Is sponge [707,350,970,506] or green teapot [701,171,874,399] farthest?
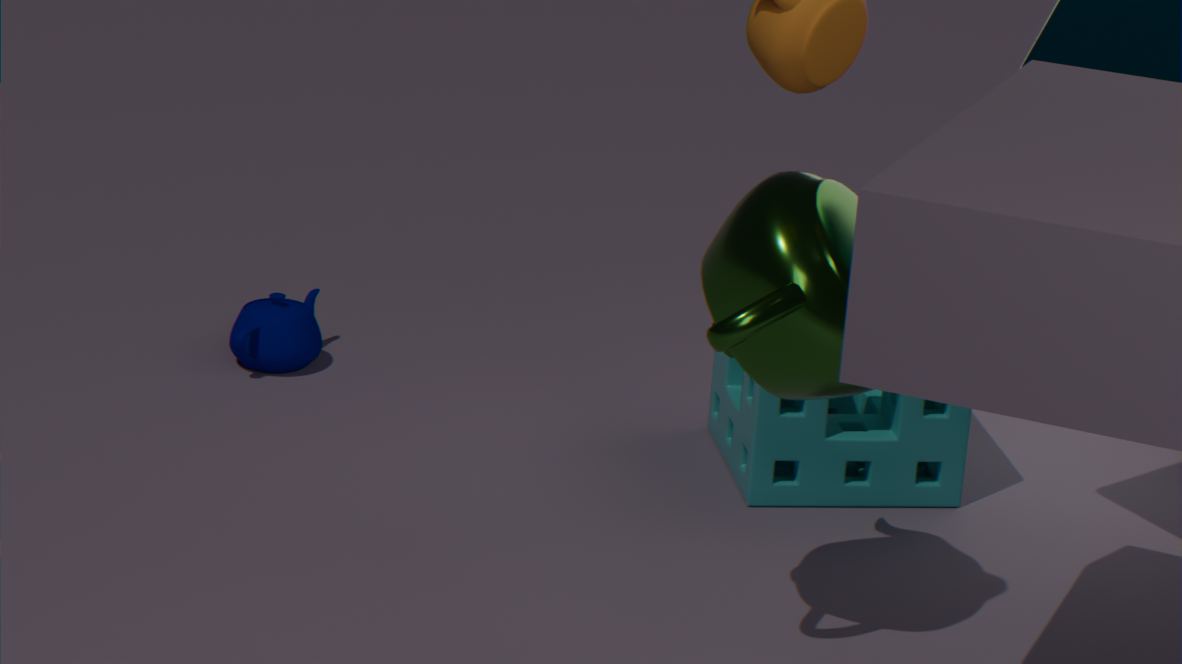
sponge [707,350,970,506]
